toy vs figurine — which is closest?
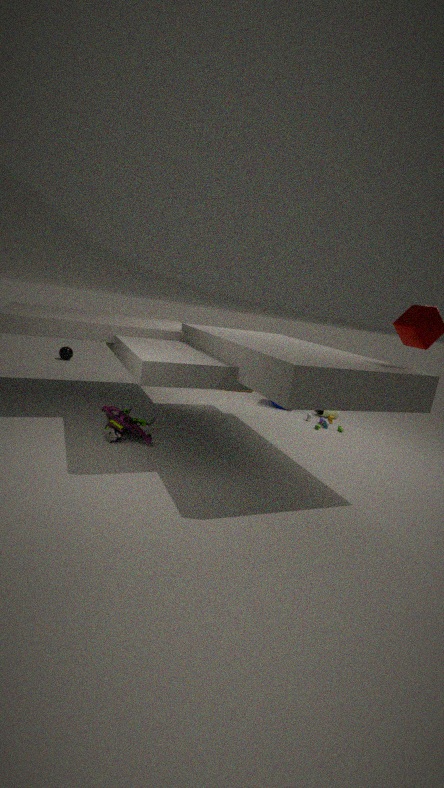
figurine
